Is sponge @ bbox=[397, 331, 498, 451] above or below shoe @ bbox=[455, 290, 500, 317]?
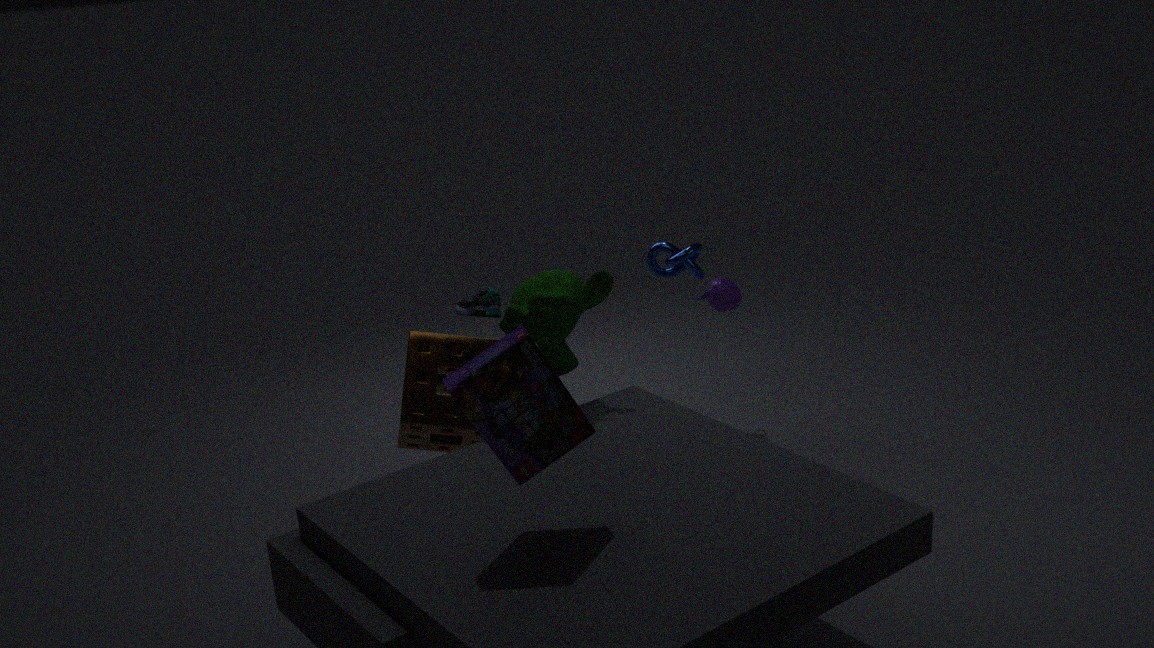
below
